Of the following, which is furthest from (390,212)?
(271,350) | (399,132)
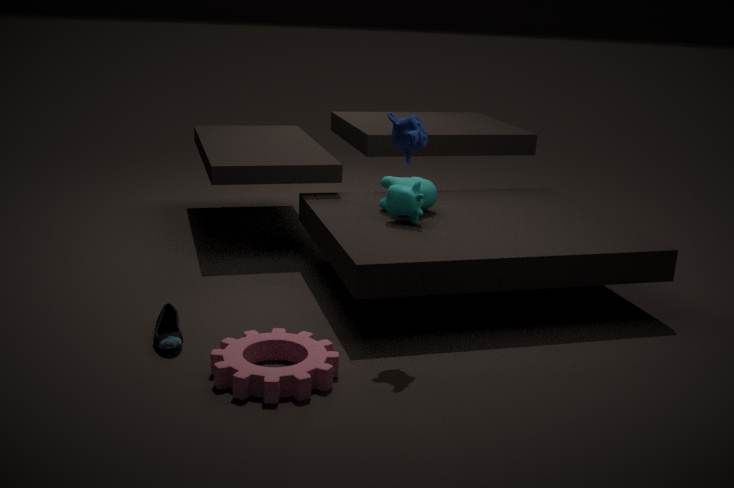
(271,350)
